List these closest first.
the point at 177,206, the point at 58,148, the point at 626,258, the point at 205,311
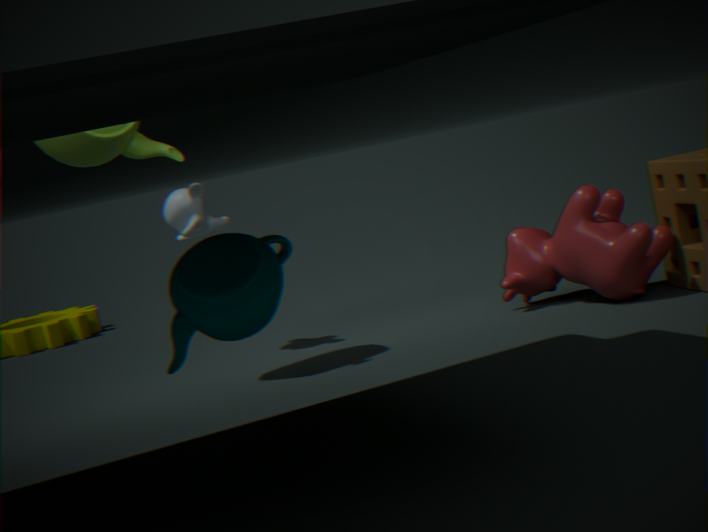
the point at 205,311
the point at 58,148
the point at 626,258
the point at 177,206
